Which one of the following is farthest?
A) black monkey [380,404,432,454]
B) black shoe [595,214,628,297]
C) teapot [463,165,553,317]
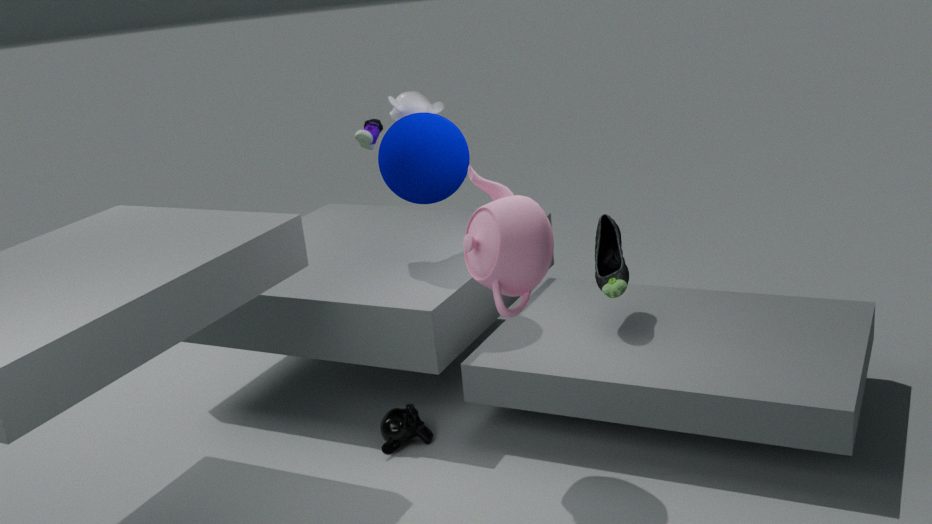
B. black shoe [595,214,628,297]
